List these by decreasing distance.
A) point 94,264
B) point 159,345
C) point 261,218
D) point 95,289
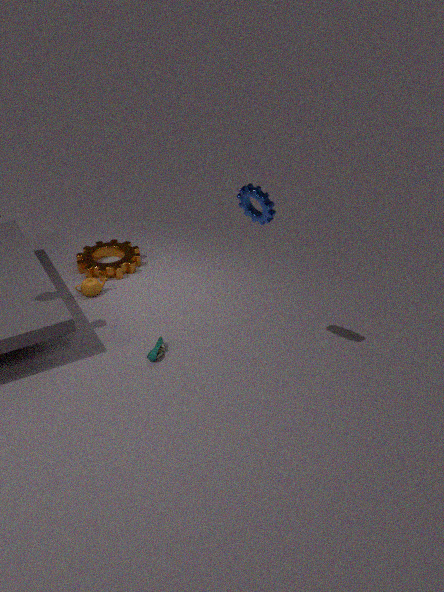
point 94,264 < point 95,289 < point 159,345 < point 261,218
